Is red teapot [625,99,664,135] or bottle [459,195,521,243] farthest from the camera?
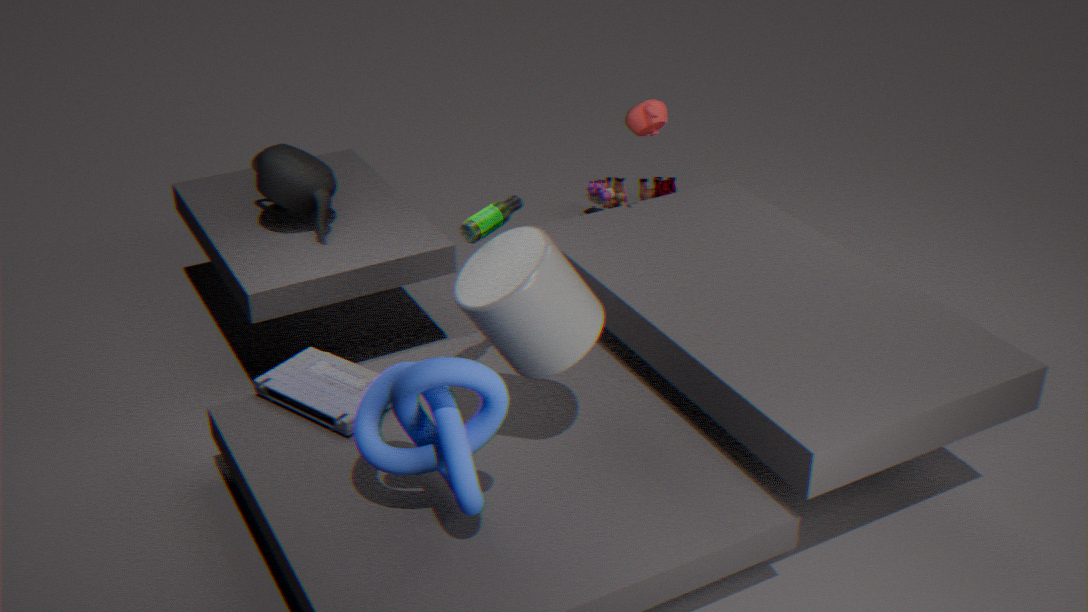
red teapot [625,99,664,135]
